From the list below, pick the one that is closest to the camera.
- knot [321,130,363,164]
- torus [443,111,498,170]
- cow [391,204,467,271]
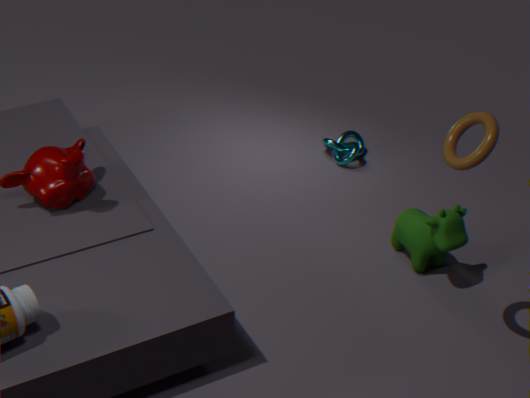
torus [443,111,498,170]
